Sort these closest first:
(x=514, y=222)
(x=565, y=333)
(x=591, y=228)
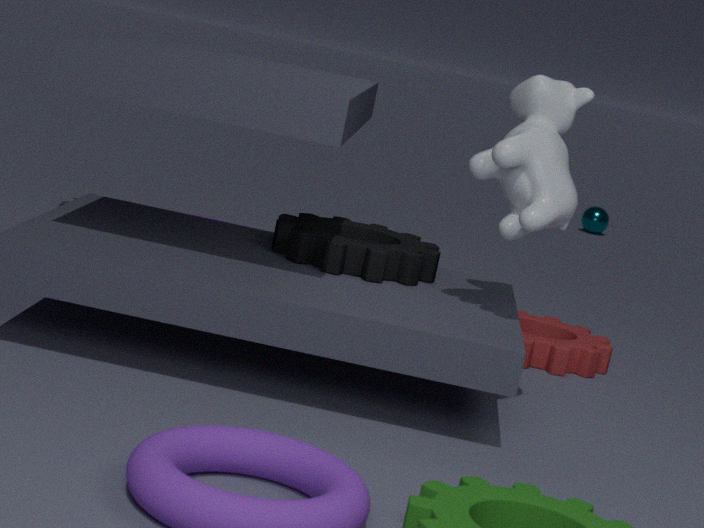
1. (x=514, y=222)
2. (x=565, y=333)
3. (x=591, y=228)
